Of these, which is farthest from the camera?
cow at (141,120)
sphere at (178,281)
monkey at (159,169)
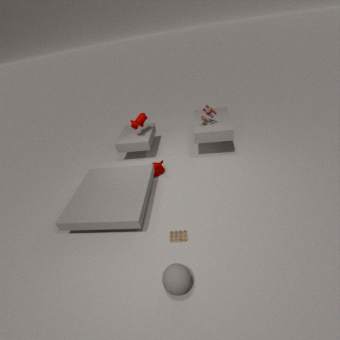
cow at (141,120)
